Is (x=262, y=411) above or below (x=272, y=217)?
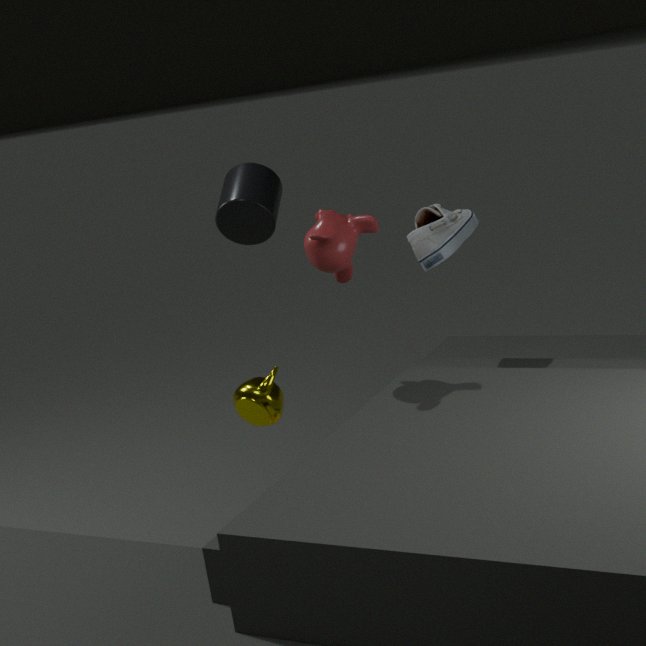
below
